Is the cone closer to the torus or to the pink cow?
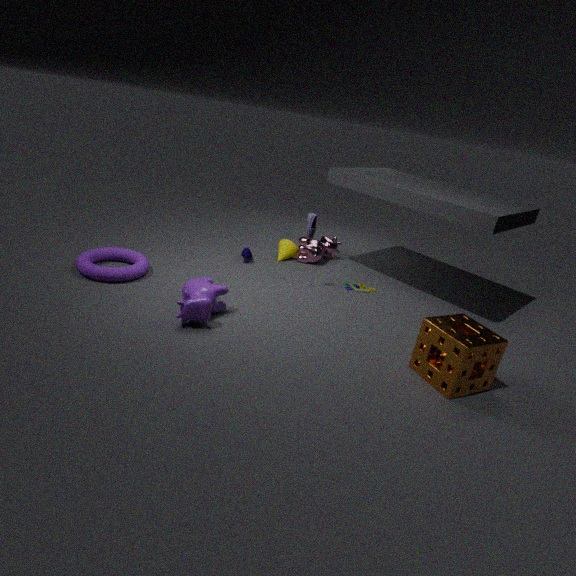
the pink cow
